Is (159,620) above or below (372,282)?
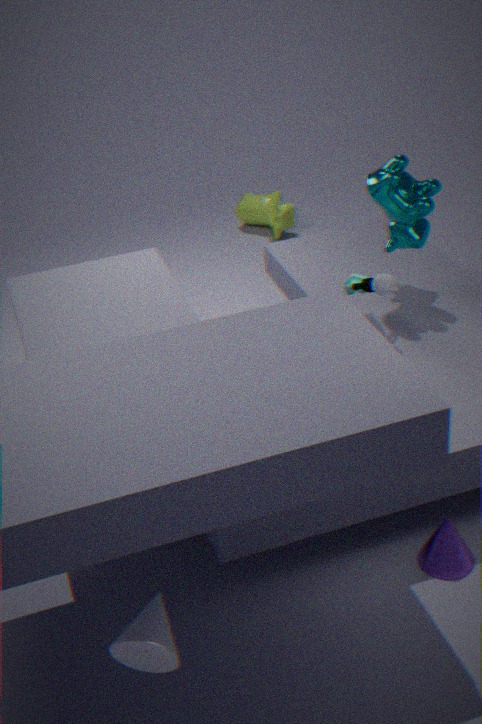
below
